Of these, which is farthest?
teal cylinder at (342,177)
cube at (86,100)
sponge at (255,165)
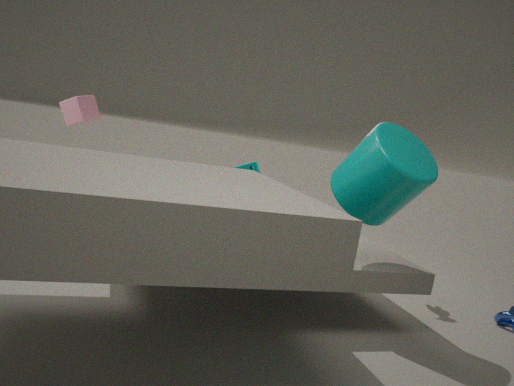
cube at (86,100)
